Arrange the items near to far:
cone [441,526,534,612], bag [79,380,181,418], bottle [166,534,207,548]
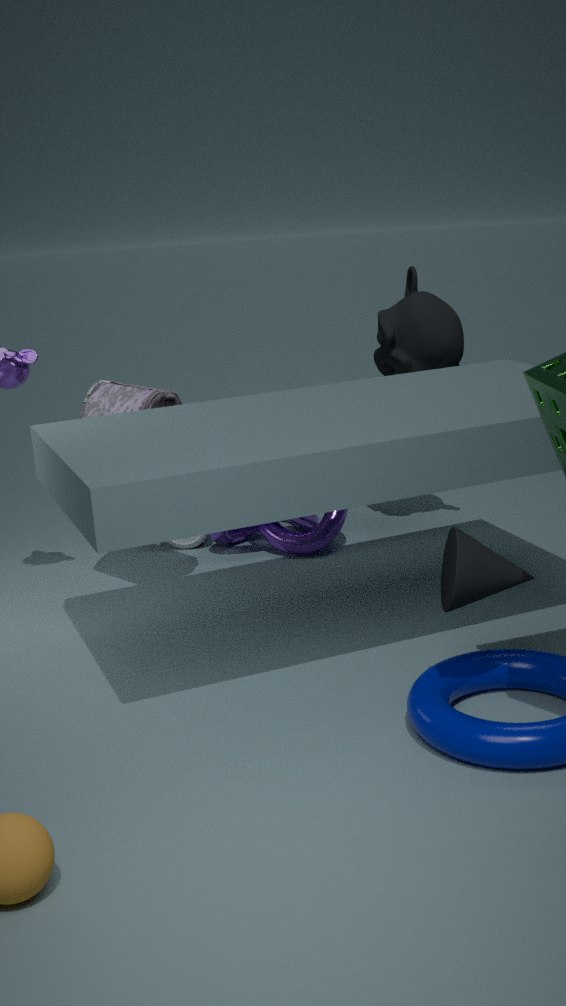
cone [441,526,534,612] < bag [79,380,181,418] < bottle [166,534,207,548]
